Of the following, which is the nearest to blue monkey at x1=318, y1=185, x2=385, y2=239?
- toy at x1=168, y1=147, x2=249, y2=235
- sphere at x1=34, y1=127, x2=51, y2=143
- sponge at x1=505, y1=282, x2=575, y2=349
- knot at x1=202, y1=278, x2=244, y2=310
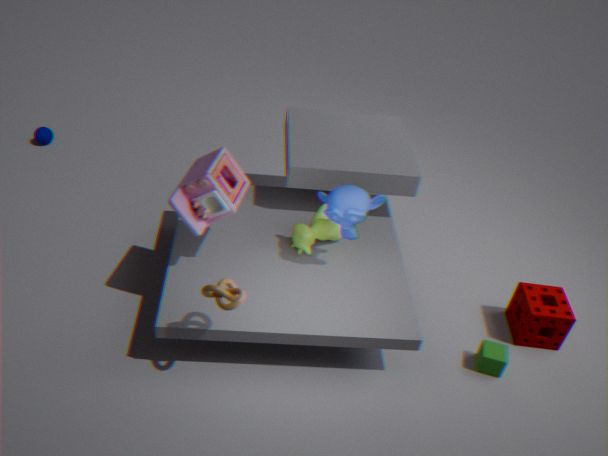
toy at x1=168, y1=147, x2=249, y2=235
